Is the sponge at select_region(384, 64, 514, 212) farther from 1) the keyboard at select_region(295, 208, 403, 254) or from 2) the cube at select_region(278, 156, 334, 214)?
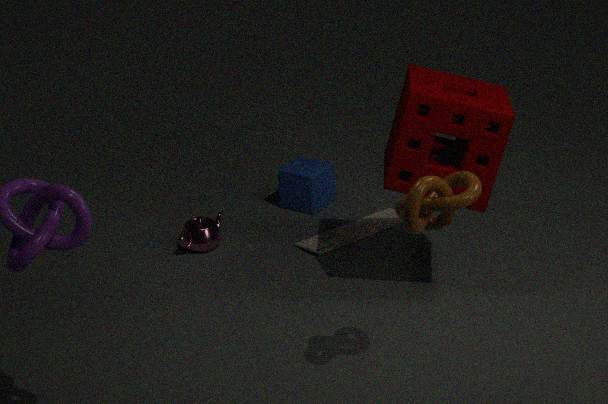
2) the cube at select_region(278, 156, 334, 214)
